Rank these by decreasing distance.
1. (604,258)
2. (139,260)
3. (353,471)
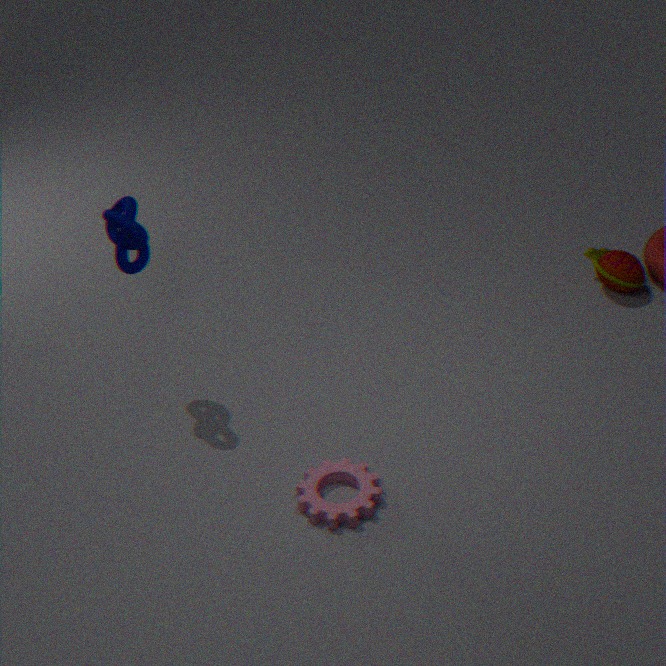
1. (604,258)
2. (139,260)
3. (353,471)
